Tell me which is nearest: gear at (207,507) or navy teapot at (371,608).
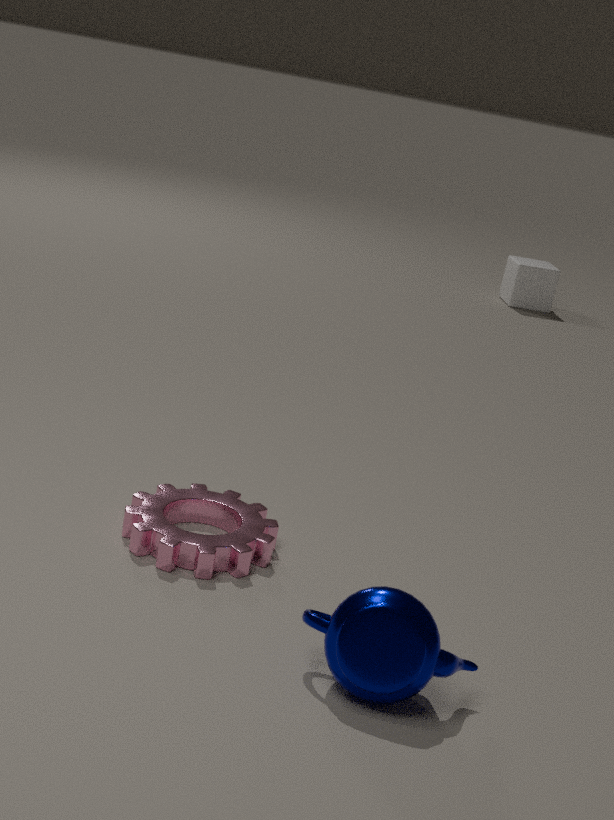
navy teapot at (371,608)
